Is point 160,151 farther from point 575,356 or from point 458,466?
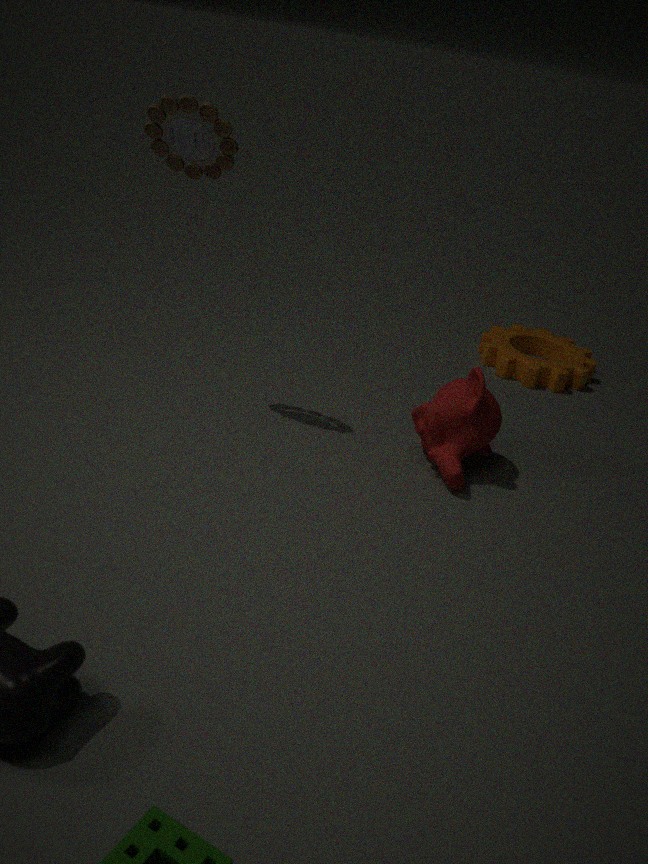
point 575,356
